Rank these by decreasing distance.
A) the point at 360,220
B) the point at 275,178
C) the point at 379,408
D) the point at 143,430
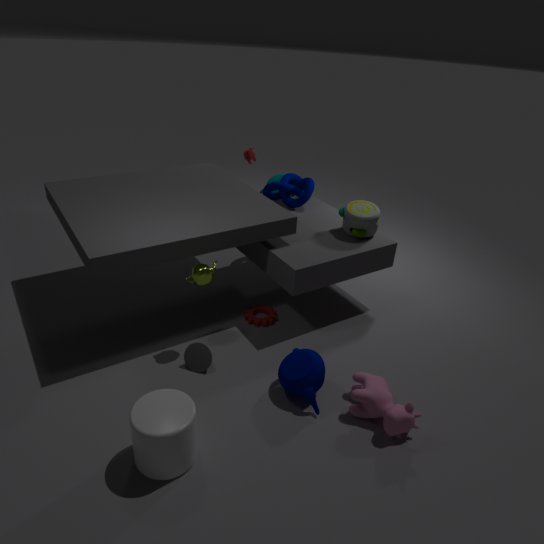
the point at 275,178 < the point at 360,220 < the point at 379,408 < the point at 143,430
